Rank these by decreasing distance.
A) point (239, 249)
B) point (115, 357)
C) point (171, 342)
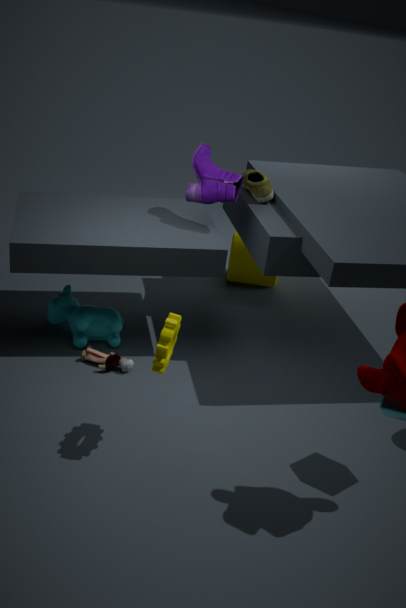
point (239, 249) < point (115, 357) < point (171, 342)
